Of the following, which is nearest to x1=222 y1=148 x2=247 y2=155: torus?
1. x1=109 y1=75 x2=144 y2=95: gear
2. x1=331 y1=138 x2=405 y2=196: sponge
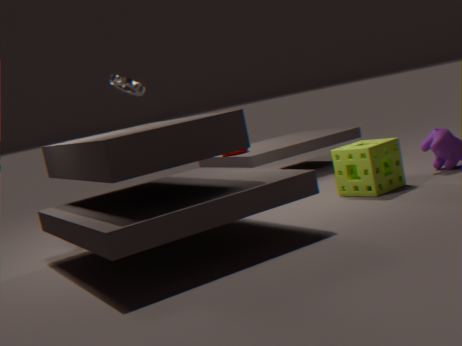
x1=109 y1=75 x2=144 y2=95: gear
